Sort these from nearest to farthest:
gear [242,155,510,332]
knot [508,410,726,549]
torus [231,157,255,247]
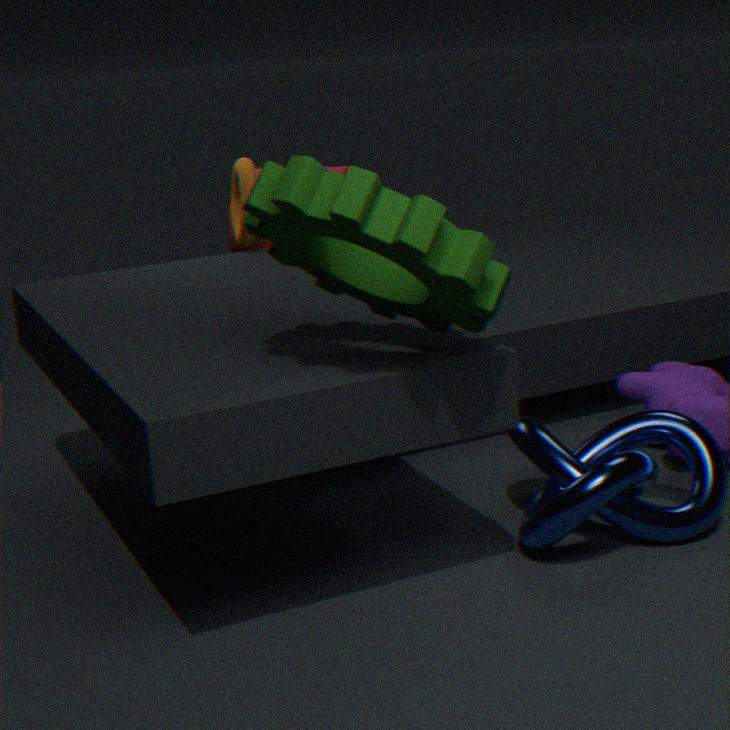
gear [242,155,510,332] < knot [508,410,726,549] < torus [231,157,255,247]
